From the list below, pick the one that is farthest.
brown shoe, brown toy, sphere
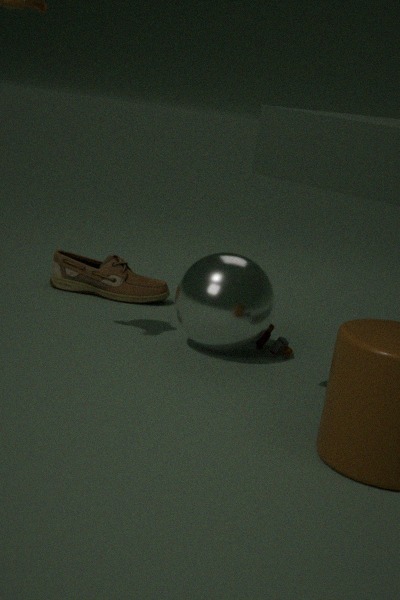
brown shoe
